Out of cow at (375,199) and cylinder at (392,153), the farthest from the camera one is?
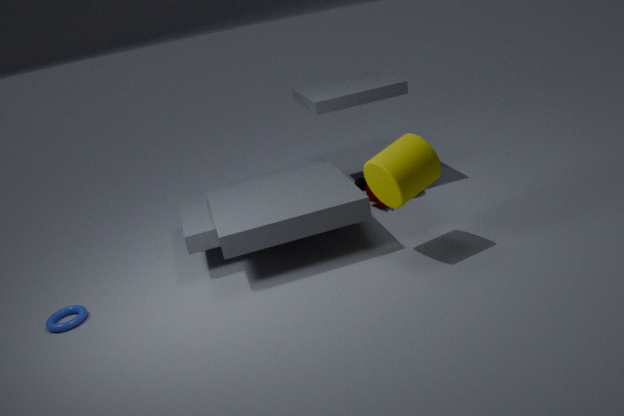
cow at (375,199)
